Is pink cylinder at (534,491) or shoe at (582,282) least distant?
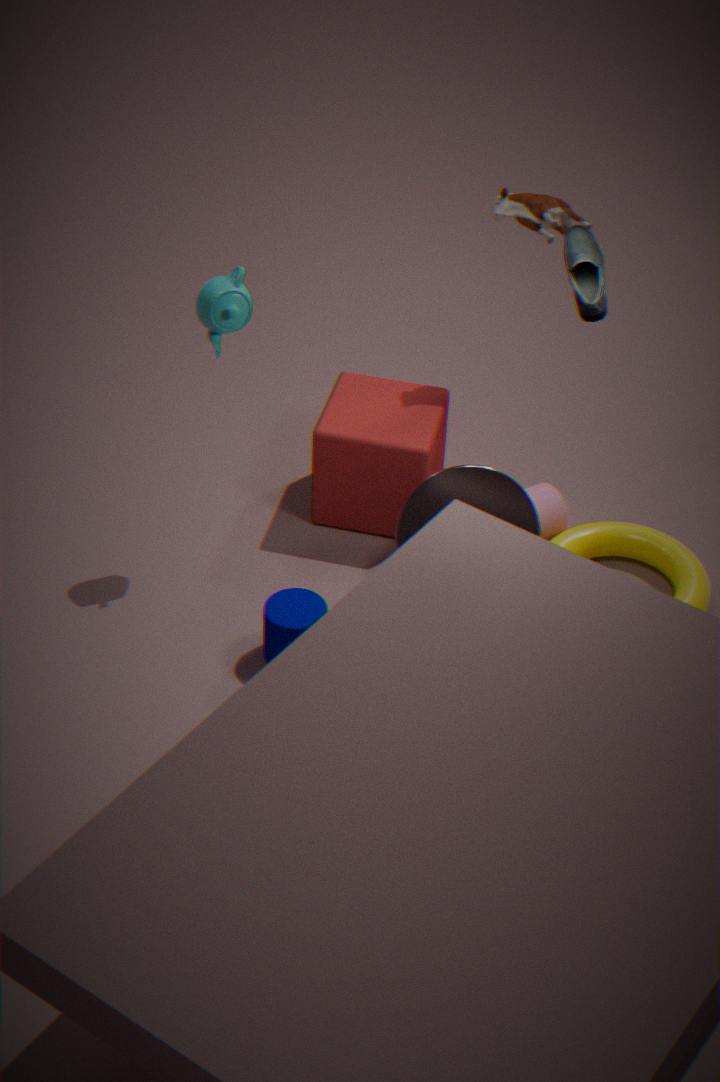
shoe at (582,282)
